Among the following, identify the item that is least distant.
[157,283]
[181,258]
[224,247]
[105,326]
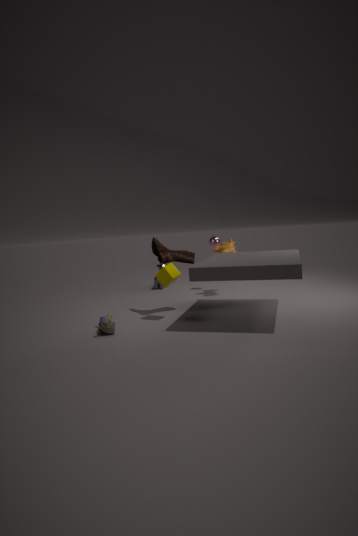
[105,326]
